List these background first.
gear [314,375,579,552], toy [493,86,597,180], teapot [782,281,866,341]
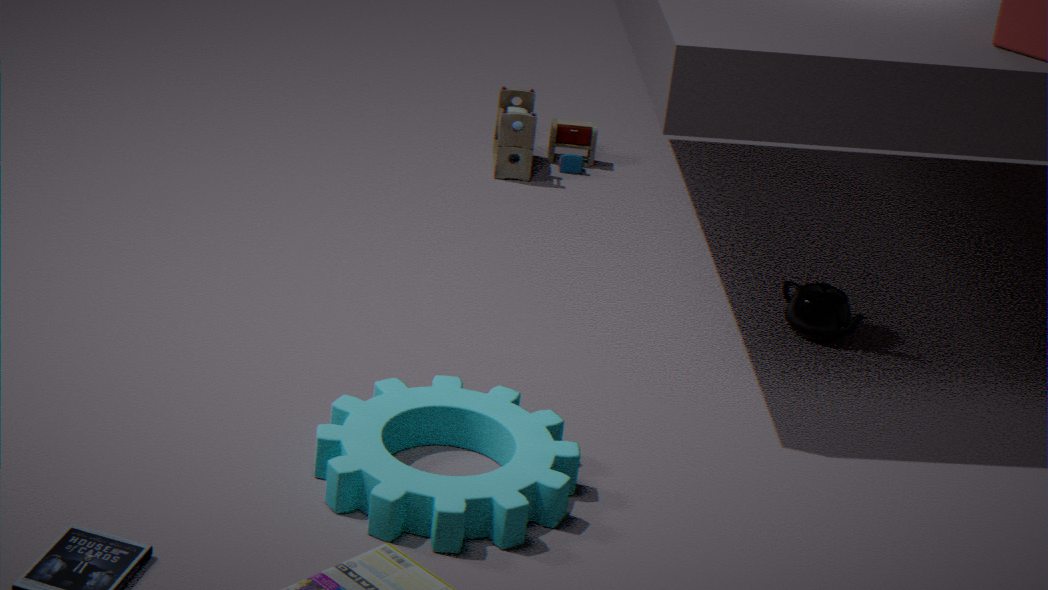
toy [493,86,597,180], teapot [782,281,866,341], gear [314,375,579,552]
